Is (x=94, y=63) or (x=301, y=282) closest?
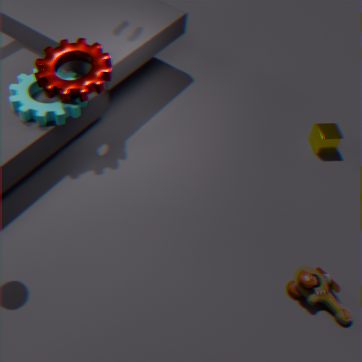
(x=301, y=282)
